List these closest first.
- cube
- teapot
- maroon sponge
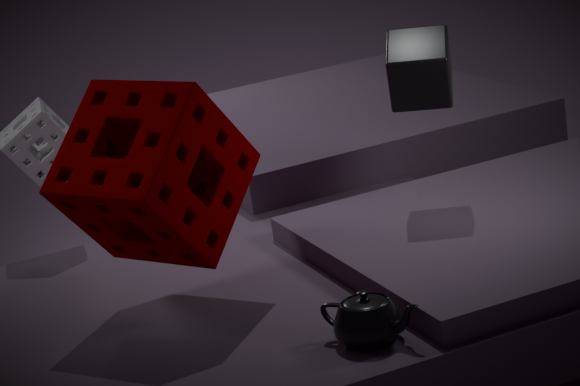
teapot < maroon sponge < cube
